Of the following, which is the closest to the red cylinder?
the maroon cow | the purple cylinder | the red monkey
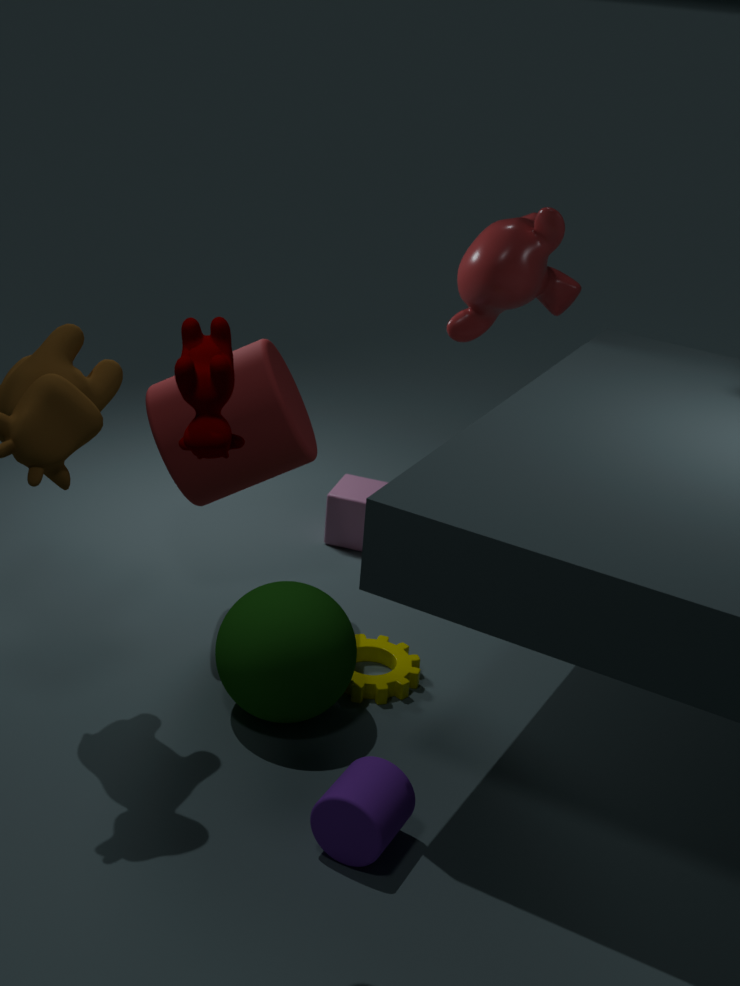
the red monkey
